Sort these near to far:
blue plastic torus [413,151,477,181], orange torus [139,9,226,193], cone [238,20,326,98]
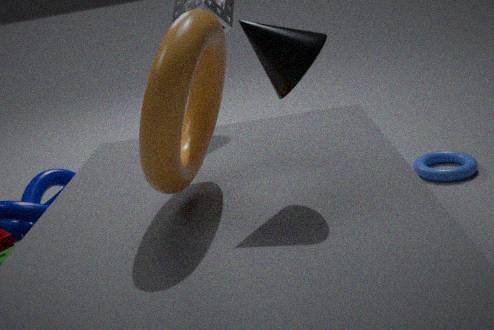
orange torus [139,9,226,193] → cone [238,20,326,98] → blue plastic torus [413,151,477,181]
